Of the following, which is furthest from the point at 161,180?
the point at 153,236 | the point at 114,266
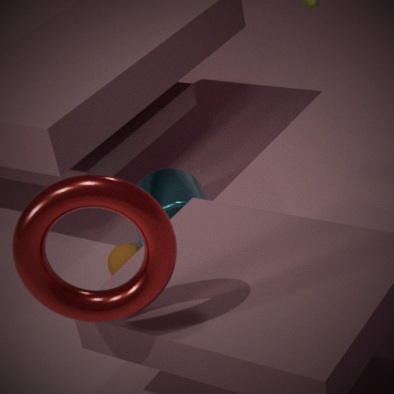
the point at 153,236
